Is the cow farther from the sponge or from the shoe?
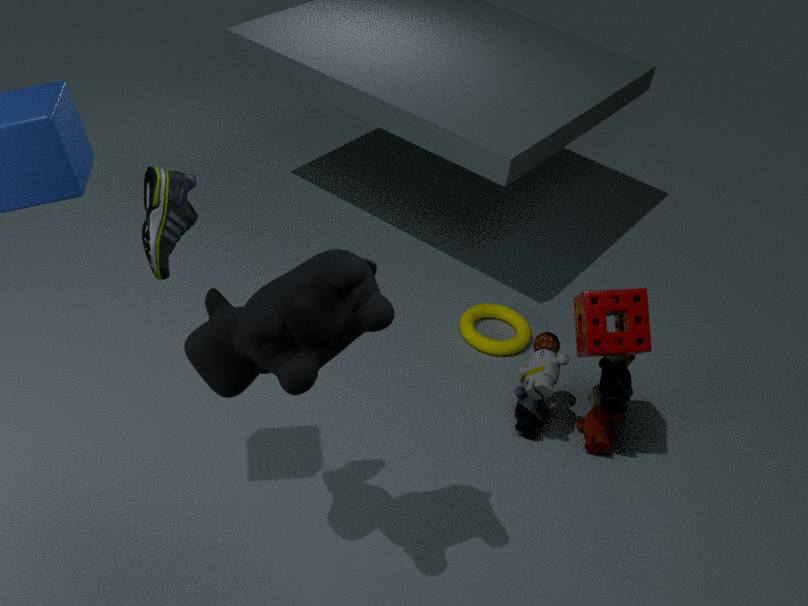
A: the sponge
